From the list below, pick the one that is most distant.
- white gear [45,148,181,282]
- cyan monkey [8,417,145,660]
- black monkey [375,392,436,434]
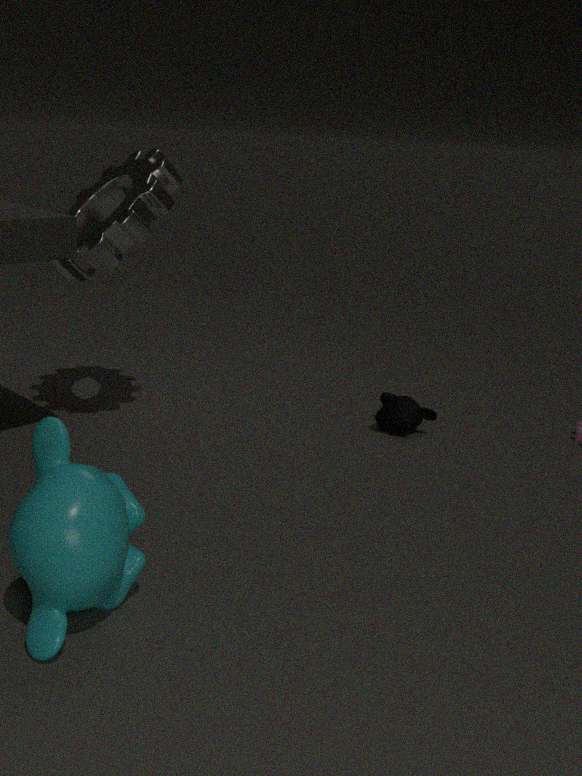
black monkey [375,392,436,434]
